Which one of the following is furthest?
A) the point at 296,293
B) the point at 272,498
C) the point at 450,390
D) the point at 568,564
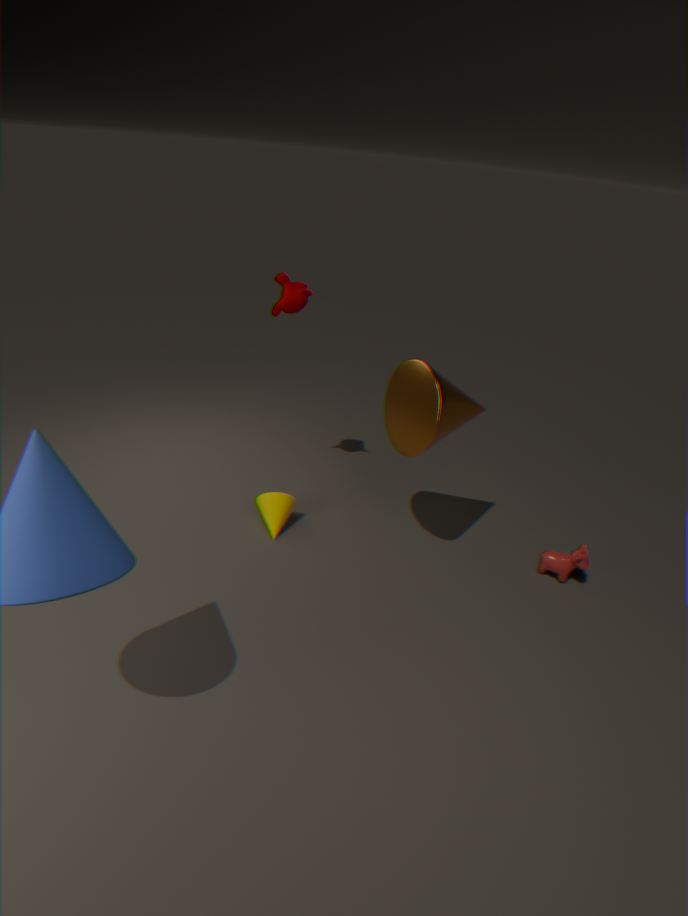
the point at 272,498
